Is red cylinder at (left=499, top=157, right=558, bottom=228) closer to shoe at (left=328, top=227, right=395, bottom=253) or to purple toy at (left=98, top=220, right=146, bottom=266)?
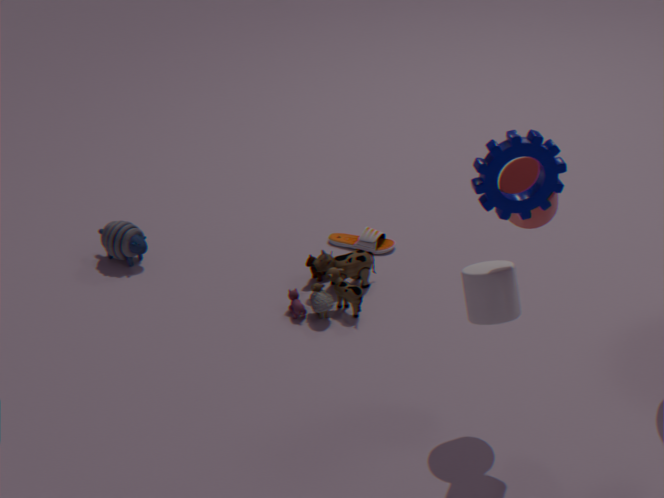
shoe at (left=328, top=227, right=395, bottom=253)
